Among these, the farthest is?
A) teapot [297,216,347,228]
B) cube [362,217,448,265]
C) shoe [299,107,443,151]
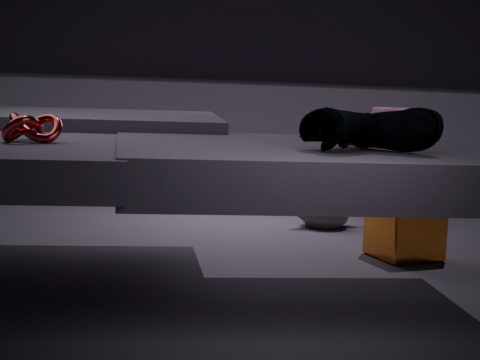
teapot [297,216,347,228]
